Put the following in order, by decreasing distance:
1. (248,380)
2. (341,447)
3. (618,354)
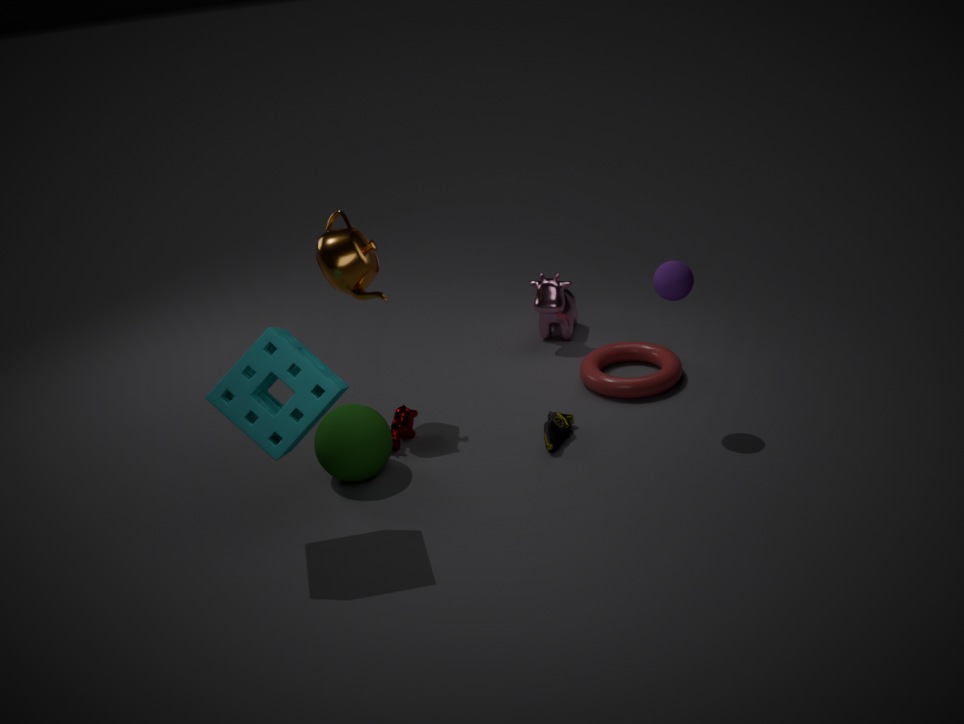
(618,354), (341,447), (248,380)
